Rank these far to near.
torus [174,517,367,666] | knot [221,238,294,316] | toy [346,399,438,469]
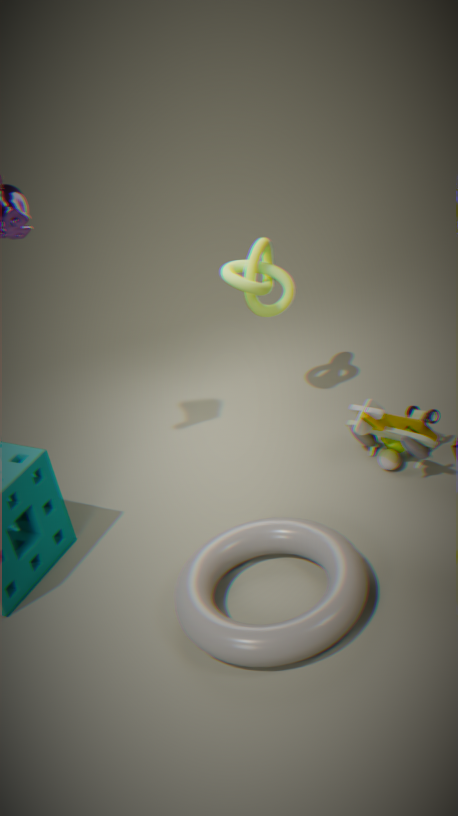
knot [221,238,294,316] < toy [346,399,438,469] < torus [174,517,367,666]
